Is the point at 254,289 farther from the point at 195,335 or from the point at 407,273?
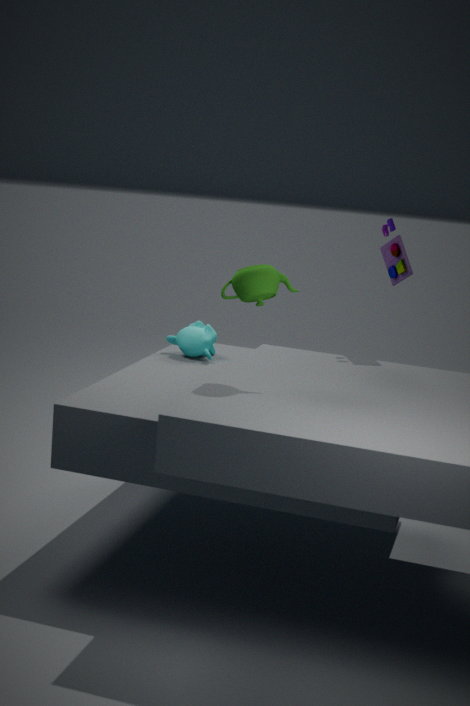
the point at 407,273
